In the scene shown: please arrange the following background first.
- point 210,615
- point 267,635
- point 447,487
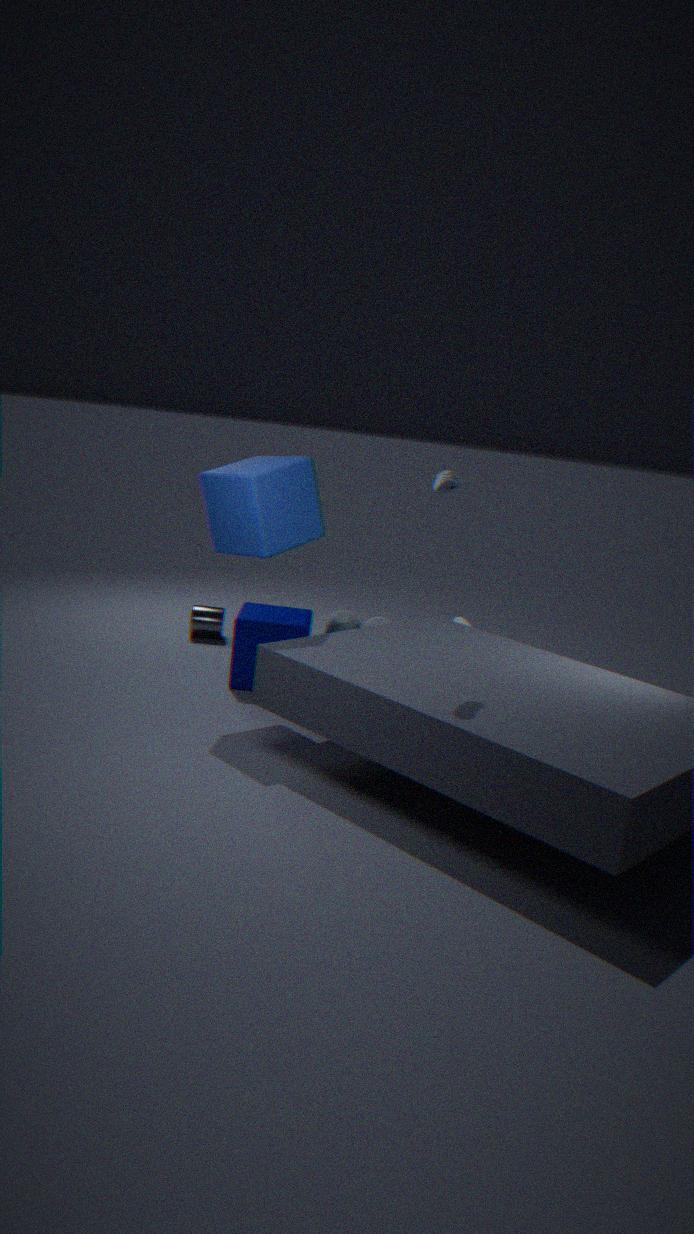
point 210,615 < point 267,635 < point 447,487
